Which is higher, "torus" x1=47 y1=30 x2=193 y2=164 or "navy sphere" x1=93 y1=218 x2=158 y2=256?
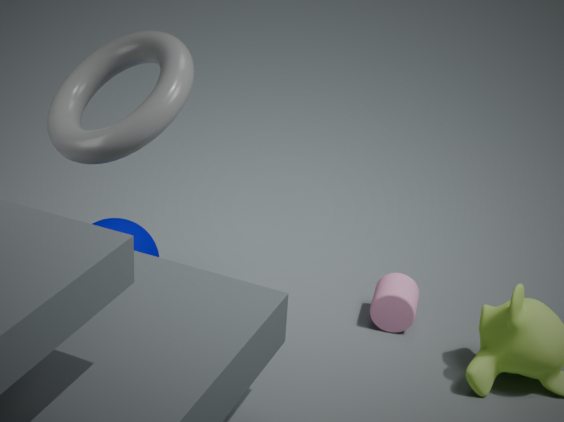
"torus" x1=47 y1=30 x2=193 y2=164
